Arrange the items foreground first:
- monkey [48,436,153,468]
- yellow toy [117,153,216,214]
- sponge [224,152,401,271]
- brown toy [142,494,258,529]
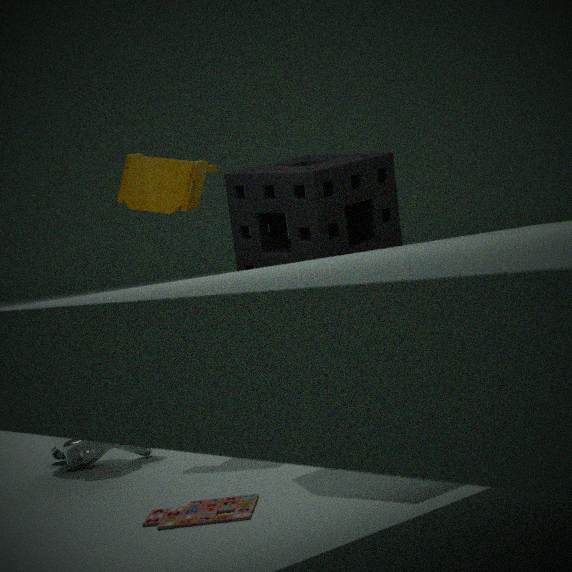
brown toy [142,494,258,529] < sponge [224,152,401,271] < monkey [48,436,153,468] < yellow toy [117,153,216,214]
